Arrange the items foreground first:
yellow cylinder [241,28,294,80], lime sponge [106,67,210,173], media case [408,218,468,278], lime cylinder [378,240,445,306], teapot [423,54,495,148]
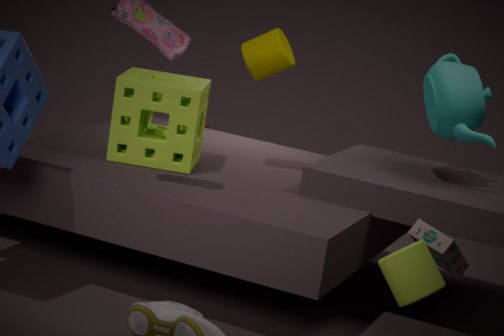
1. lime cylinder [378,240,445,306]
2. media case [408,218,468,278]
3. teapot [423,54,495,148]
4. lime sponge [106,67,210,173]
5. yellow cylinder [241,28,294,80]
